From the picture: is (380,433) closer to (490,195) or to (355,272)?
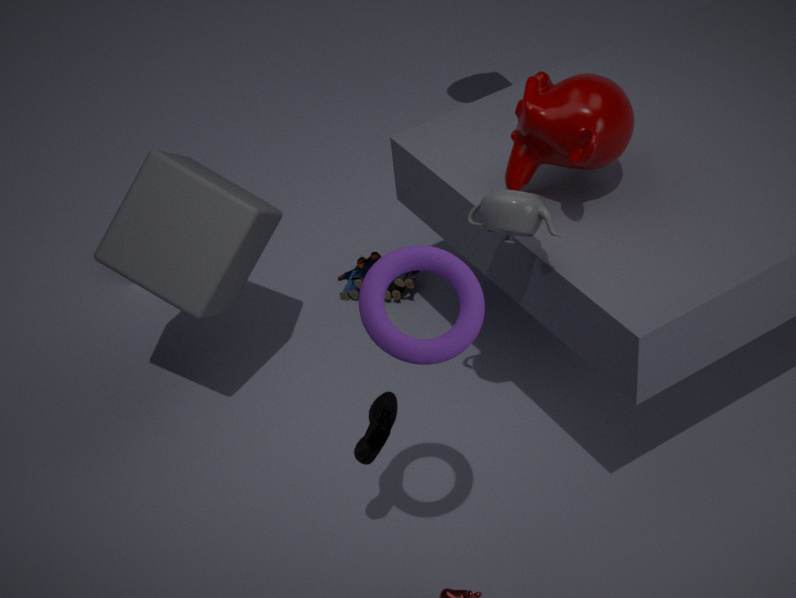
(490,195)
